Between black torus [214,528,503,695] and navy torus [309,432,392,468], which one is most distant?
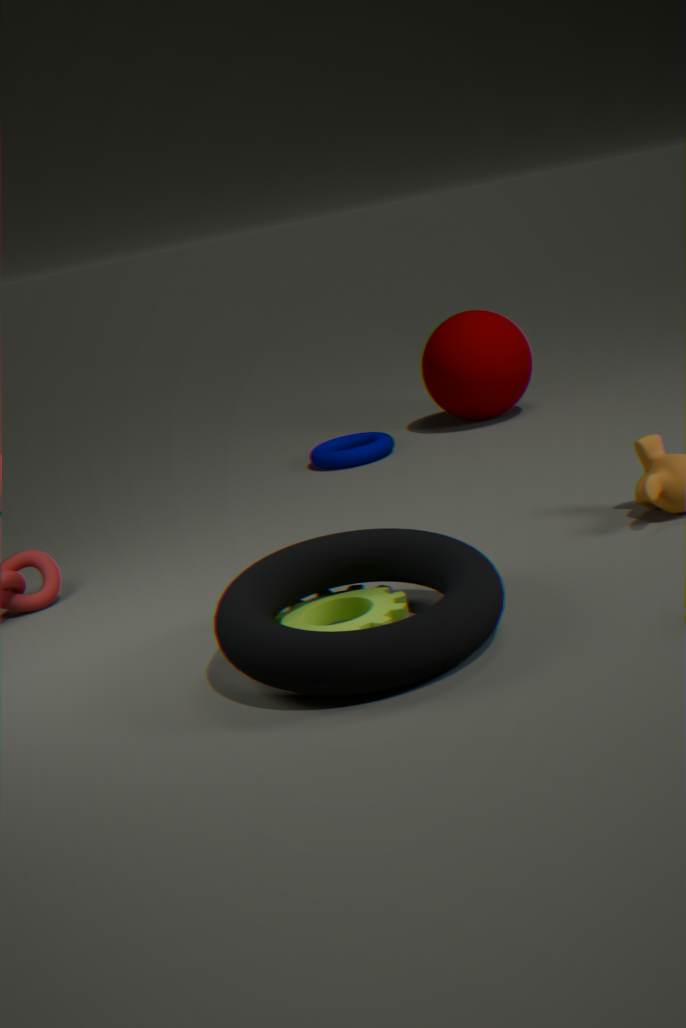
navy torus [309,432,392,468]
